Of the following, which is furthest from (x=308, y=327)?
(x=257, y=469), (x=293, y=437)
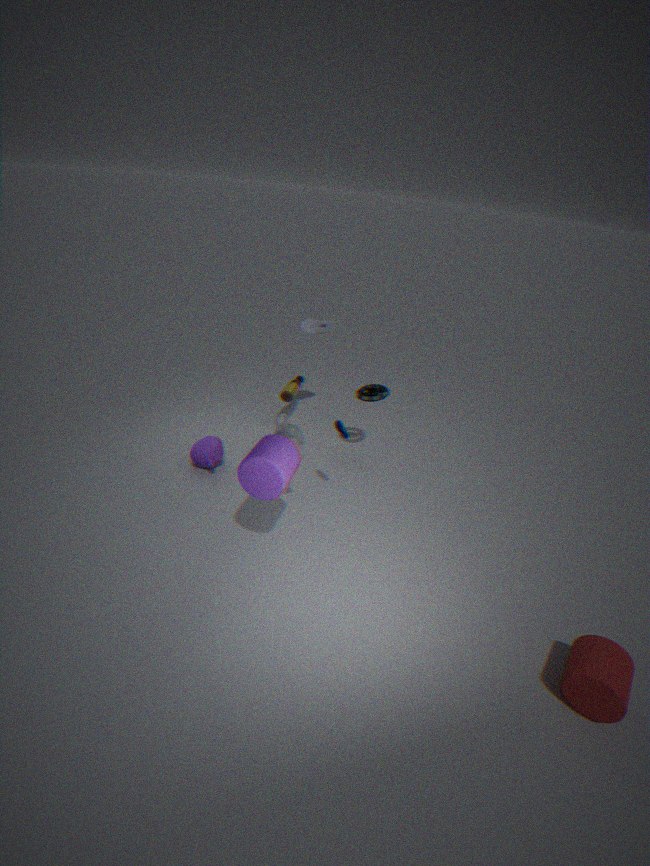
(x=257, y=469)
